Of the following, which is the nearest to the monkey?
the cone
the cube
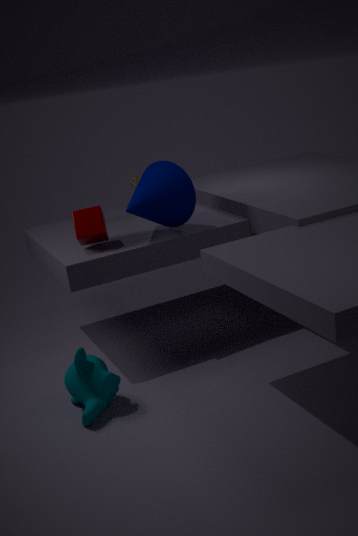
the cube
